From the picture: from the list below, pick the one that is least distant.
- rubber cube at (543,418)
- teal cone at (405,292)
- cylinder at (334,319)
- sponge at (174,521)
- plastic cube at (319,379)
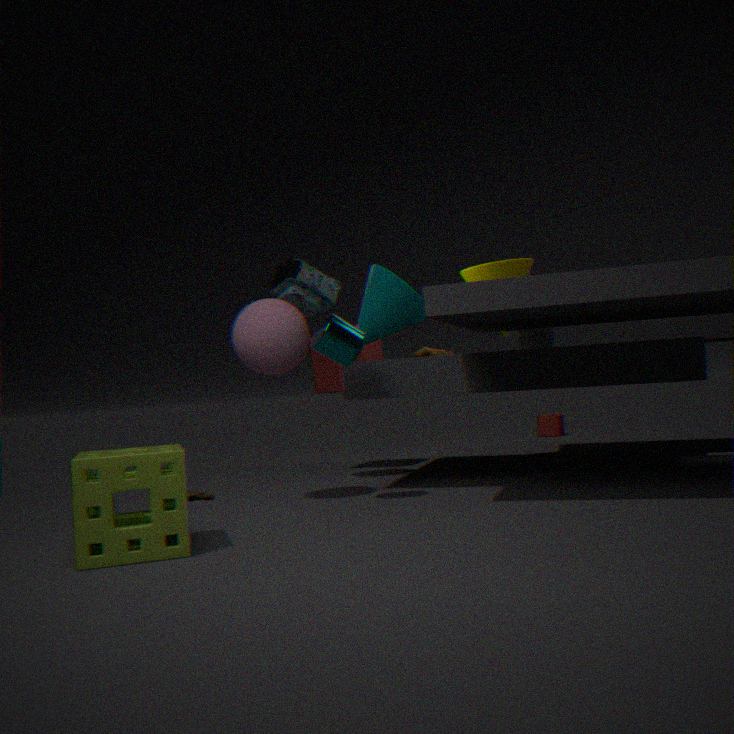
sponge at (174,521)
